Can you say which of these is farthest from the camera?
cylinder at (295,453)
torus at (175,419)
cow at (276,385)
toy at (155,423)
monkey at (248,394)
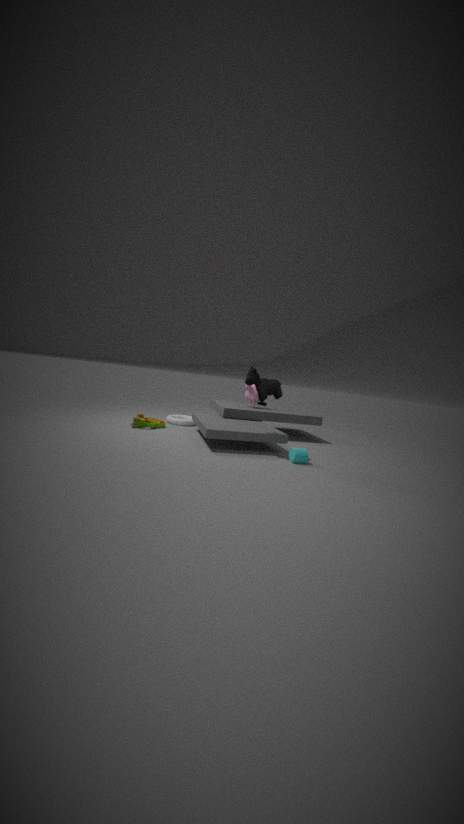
monkey at (248,394)
